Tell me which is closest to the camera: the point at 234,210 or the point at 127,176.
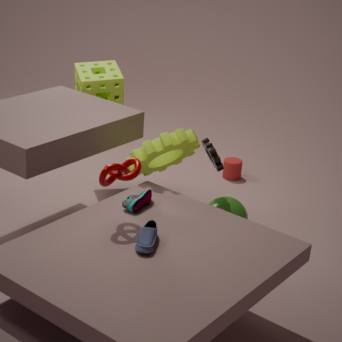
the point at 127,176
